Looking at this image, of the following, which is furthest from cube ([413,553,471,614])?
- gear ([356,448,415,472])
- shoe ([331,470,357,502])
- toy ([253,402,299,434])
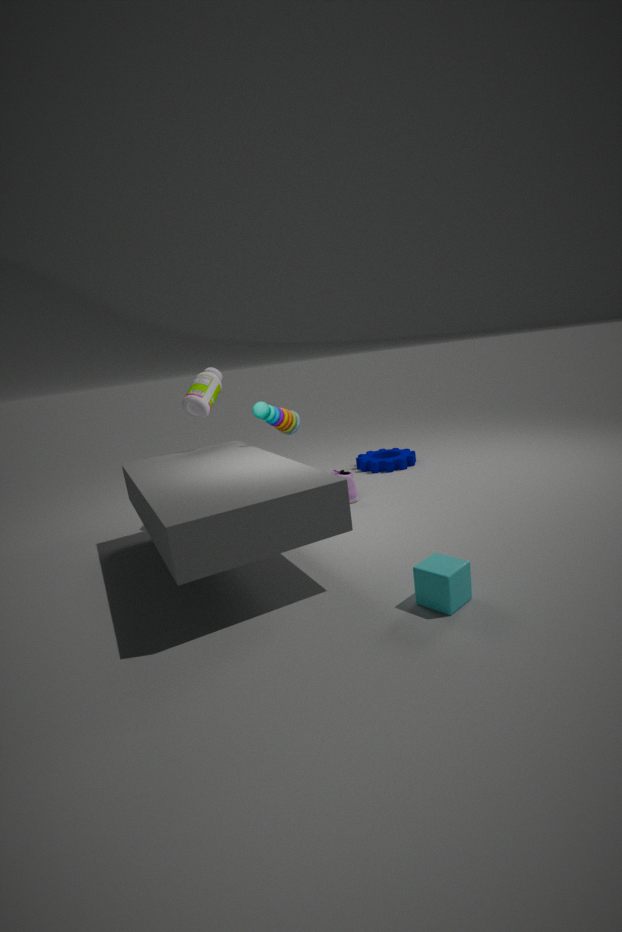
gear ([356,448,415,472])
